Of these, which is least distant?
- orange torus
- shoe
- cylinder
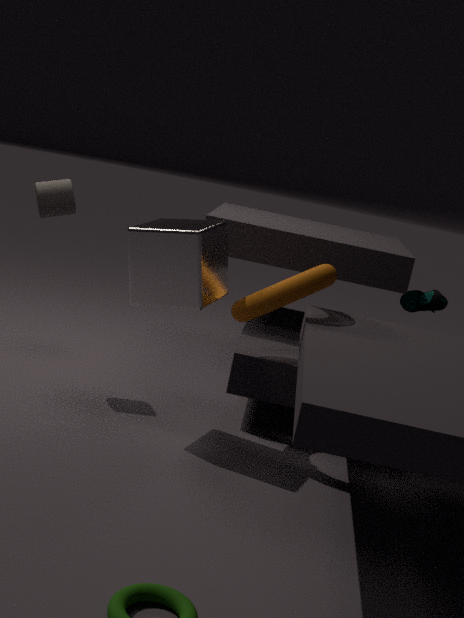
orange torus
